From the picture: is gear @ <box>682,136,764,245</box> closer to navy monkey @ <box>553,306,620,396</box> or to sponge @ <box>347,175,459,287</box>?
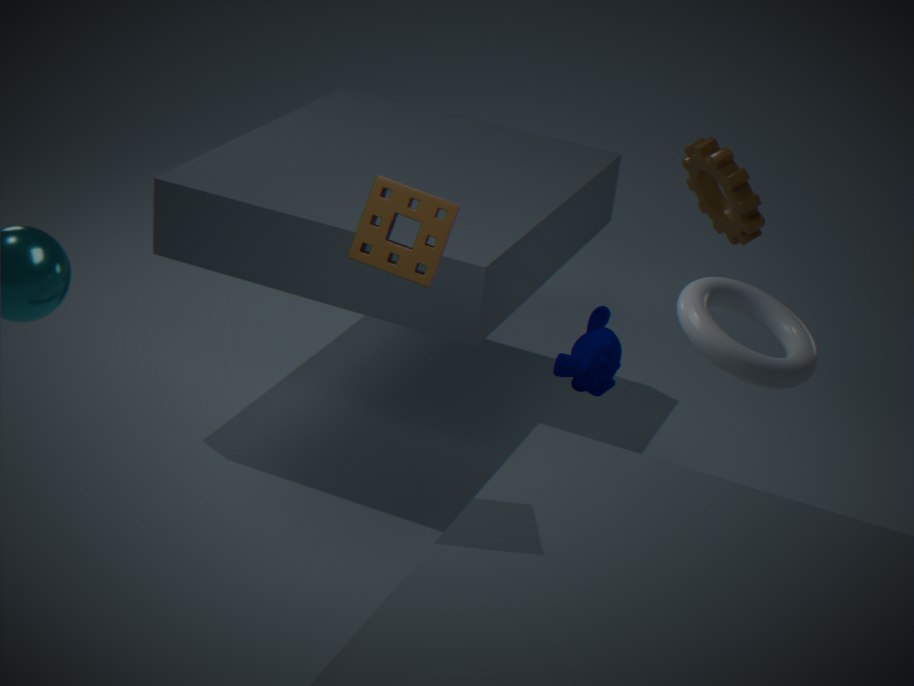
navy monkey @ <box>553,306,620,396</box>
